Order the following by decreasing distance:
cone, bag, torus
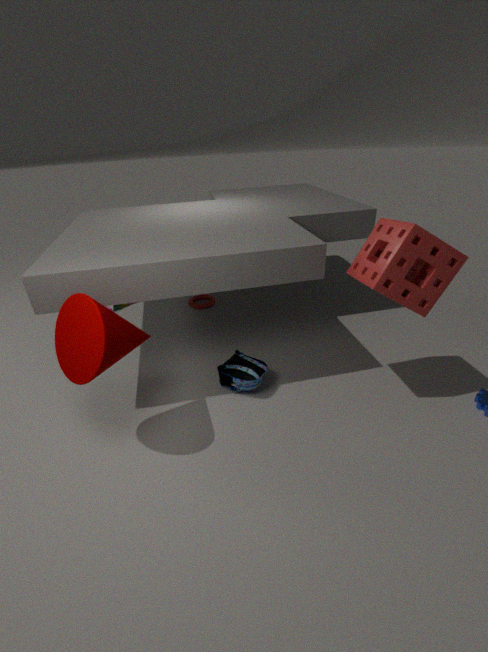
torus < bag < cone
